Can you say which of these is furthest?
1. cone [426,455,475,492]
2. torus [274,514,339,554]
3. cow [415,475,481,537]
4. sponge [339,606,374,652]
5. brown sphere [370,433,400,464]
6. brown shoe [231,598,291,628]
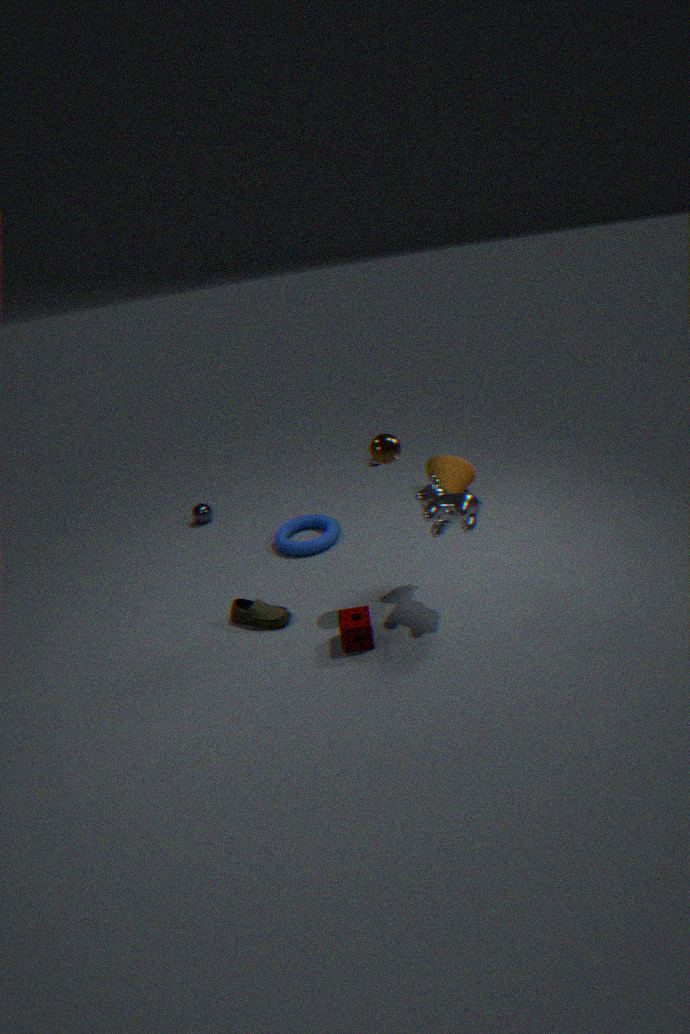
cone [426,455,475,492]
